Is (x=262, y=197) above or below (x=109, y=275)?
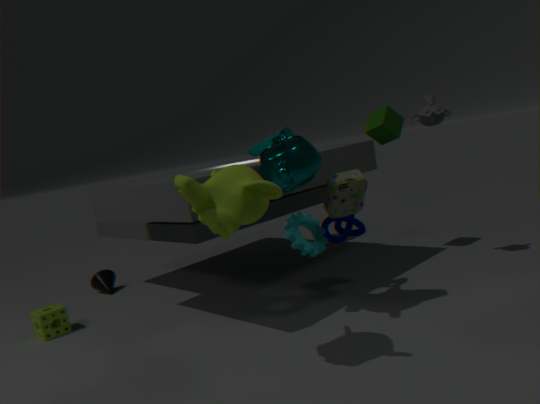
above
